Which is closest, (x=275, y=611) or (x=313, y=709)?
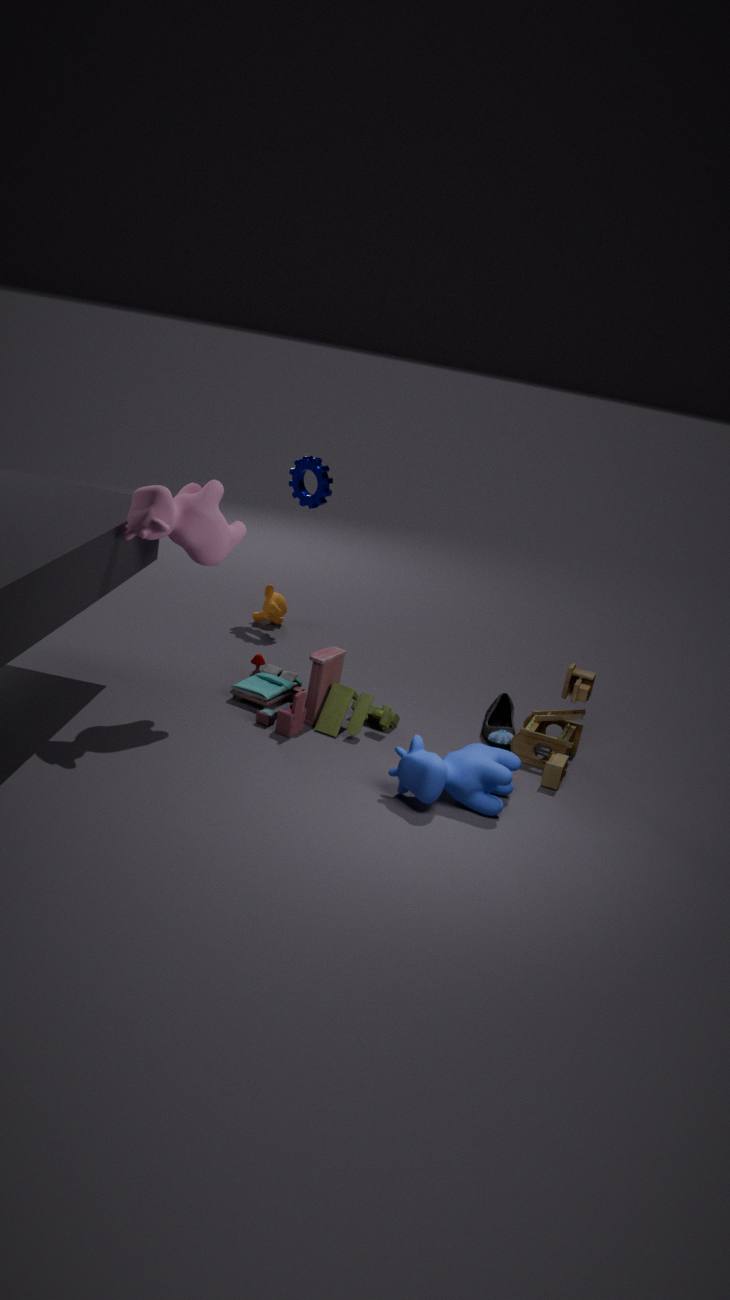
(x=313, y=709)
